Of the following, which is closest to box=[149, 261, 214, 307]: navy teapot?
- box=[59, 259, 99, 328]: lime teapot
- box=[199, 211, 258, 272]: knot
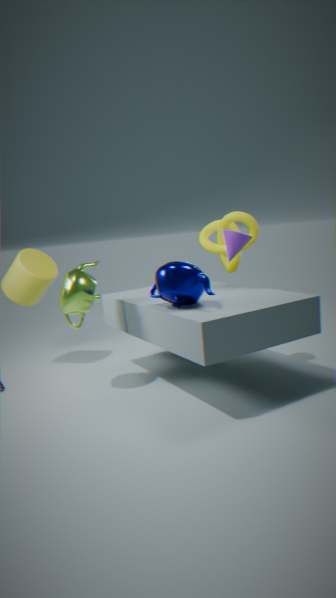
box=[59, 259, 99, 328]: lime teapot
